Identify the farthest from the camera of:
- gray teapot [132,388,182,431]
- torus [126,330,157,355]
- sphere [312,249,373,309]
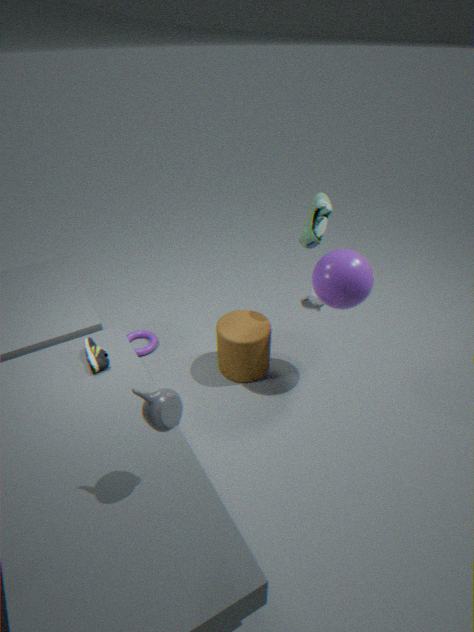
torus [126,330,157,355]
